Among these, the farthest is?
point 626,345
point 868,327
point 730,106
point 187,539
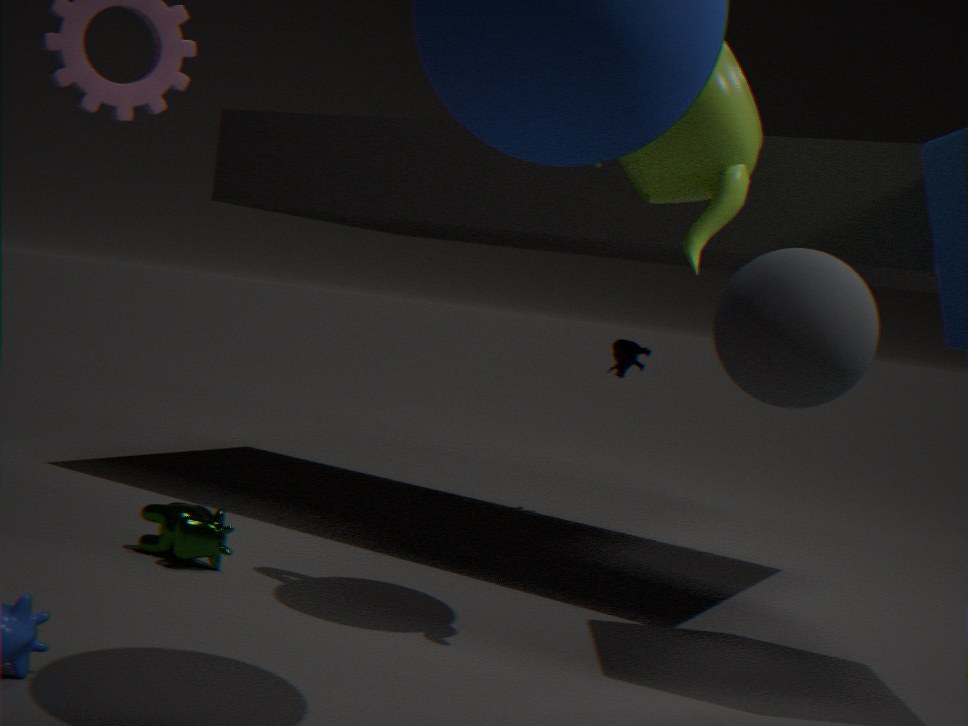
point 626,345
